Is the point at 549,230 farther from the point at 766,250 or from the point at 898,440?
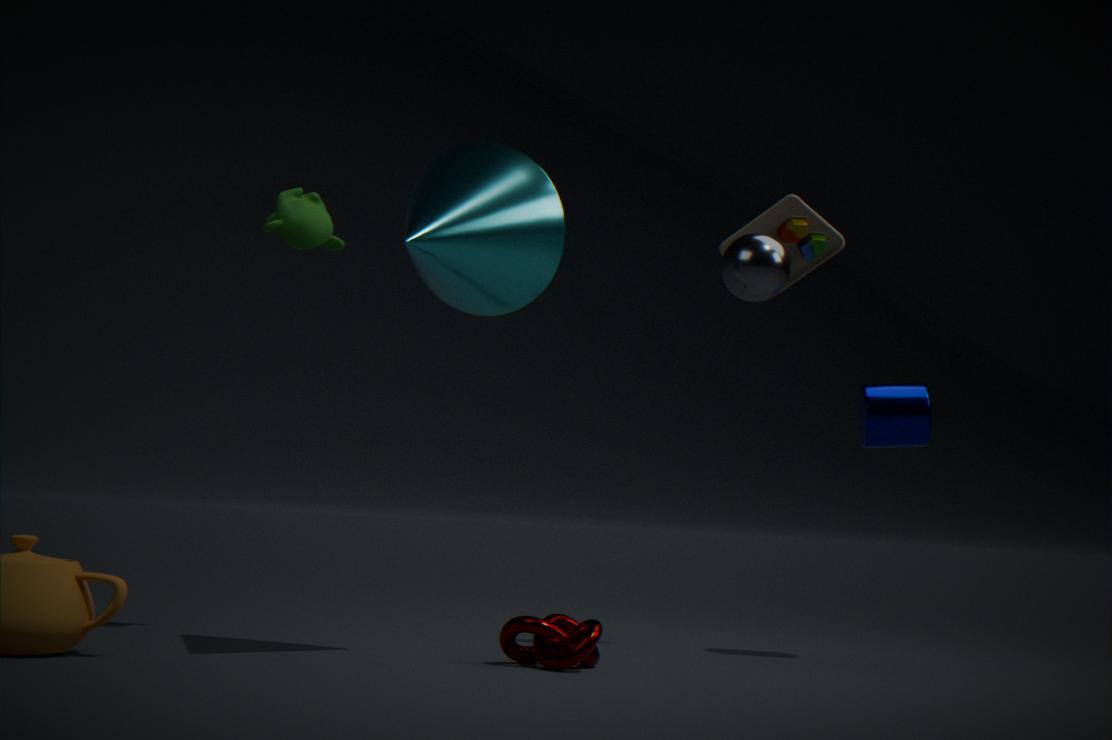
the point at 898,440
